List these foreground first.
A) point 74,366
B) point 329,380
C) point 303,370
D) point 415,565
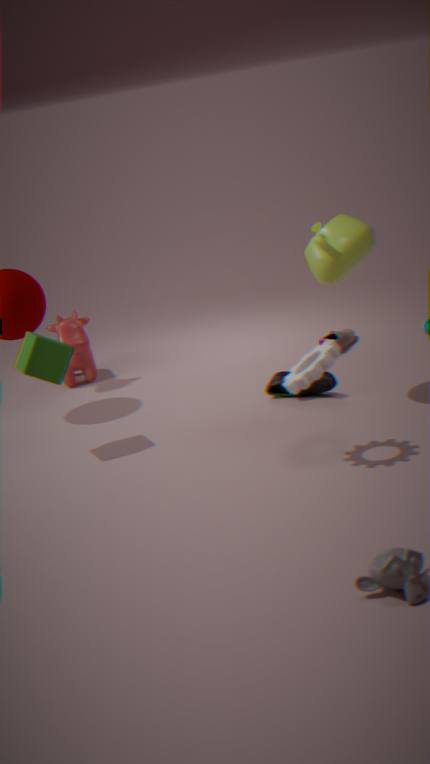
point 415,565 < point 303,370 < point 329,380 < point 74,366
